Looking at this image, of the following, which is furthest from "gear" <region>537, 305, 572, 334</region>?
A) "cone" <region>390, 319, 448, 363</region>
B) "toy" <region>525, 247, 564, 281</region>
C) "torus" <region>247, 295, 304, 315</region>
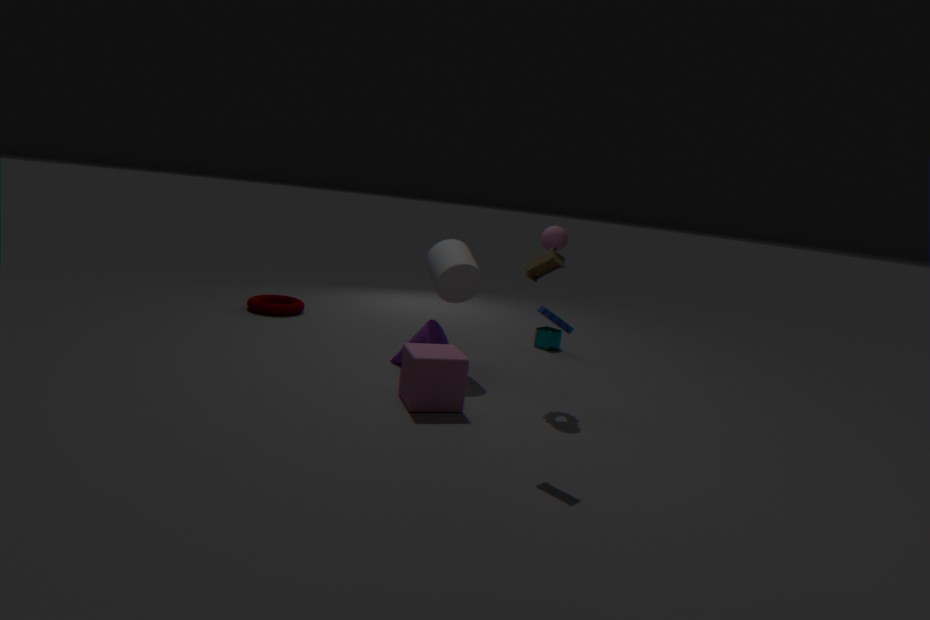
"torus" <region>247, 295, 304, 315</region>
